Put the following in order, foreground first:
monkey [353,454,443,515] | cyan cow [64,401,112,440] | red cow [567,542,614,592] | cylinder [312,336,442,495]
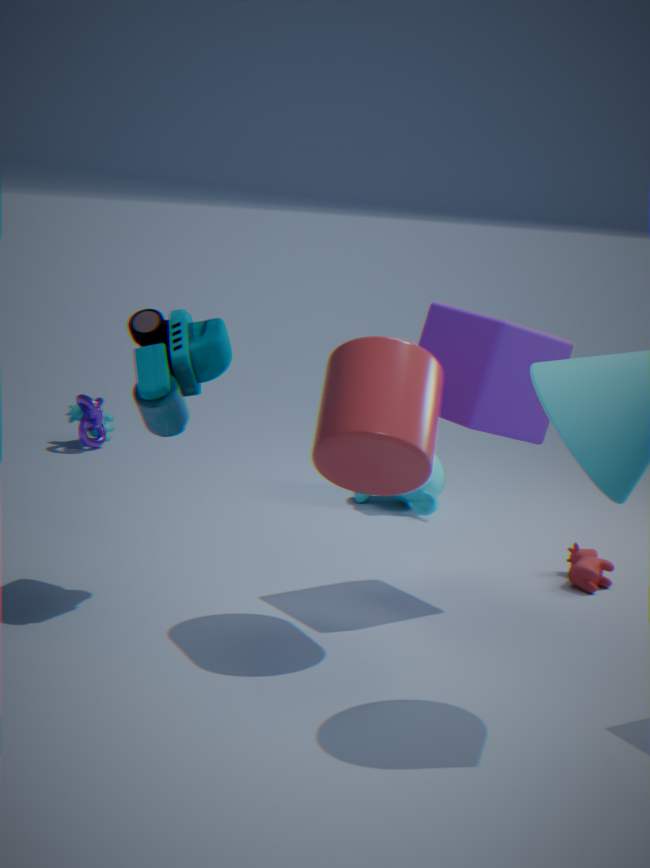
cylinder [312,336,442,495] → red cow [567,542,614,592] → monkey [353,454,443,515] → cyan cow [64,401,112,440]
